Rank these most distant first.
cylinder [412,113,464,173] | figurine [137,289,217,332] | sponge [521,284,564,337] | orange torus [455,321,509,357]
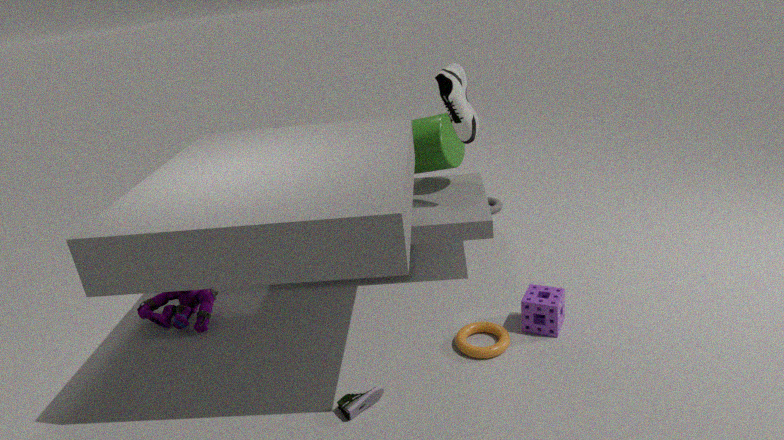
cylinder [412,113,464,173]
figurine [137,289,217,332]
sponge [521,284,564,337]
orange torus [455,321,509,357]
